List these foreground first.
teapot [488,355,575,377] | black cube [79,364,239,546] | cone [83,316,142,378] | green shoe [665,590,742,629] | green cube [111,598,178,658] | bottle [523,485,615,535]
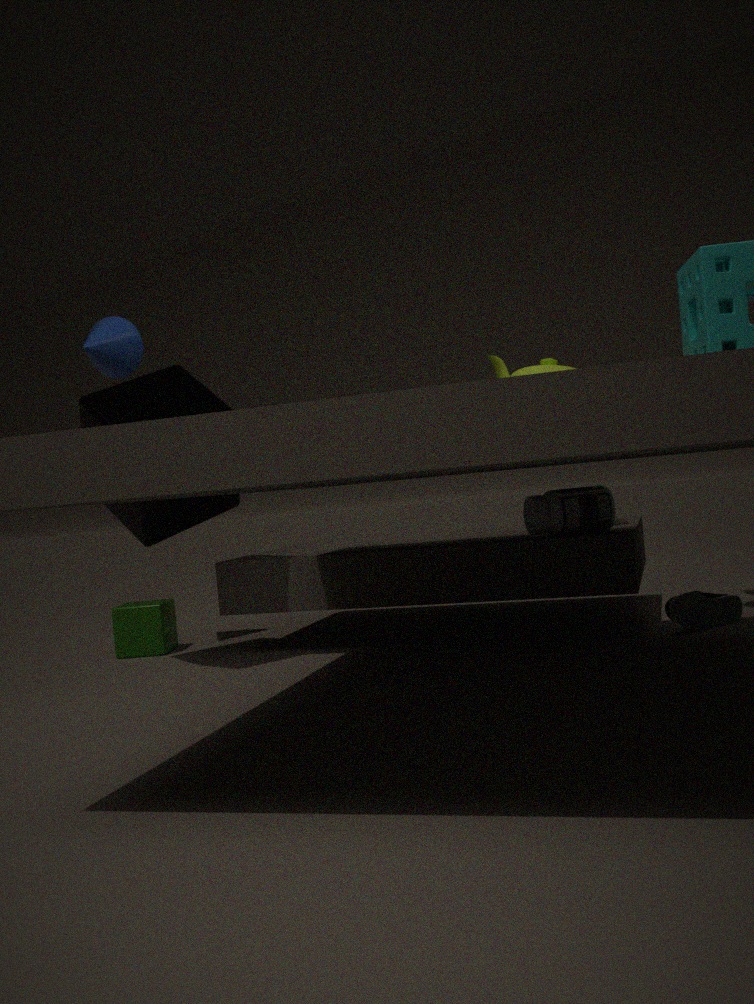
black cube [79,364,239,546] < bottle [523,485,615,535] < green shoe [665,590,742,629] < teapot [488,355,575,377] < cone [83,316,142,378] < green cube [111,598,178,658]
